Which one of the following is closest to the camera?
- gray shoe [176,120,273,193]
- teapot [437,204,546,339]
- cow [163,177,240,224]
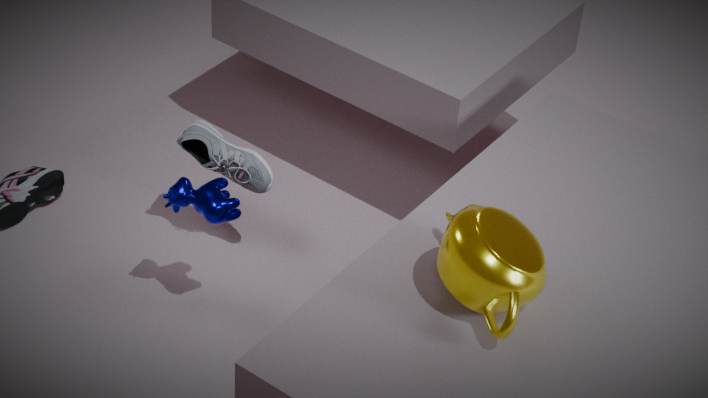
teapot [437,204,546,339]
